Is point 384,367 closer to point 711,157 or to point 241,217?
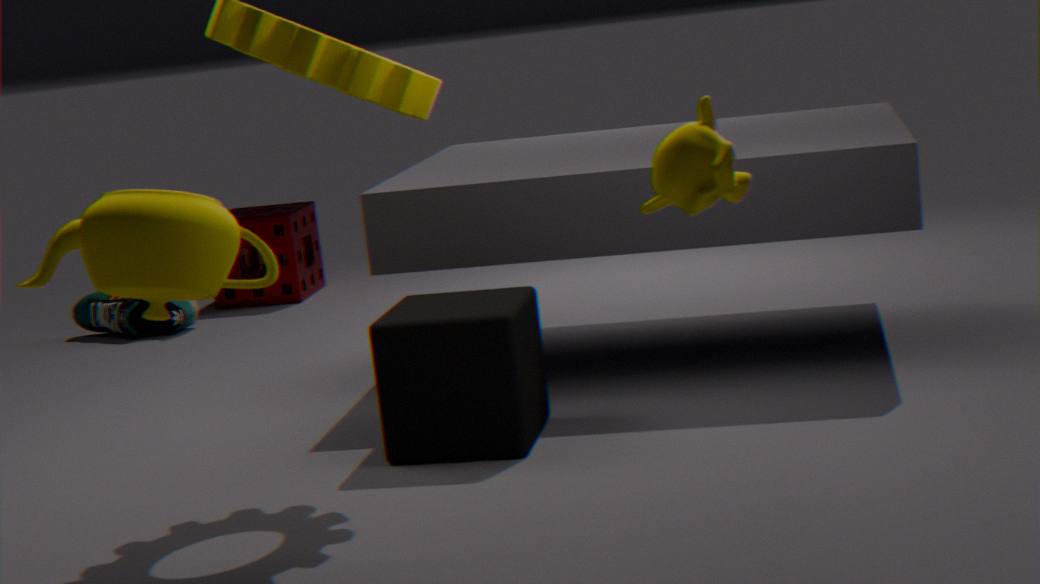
point 711,157
